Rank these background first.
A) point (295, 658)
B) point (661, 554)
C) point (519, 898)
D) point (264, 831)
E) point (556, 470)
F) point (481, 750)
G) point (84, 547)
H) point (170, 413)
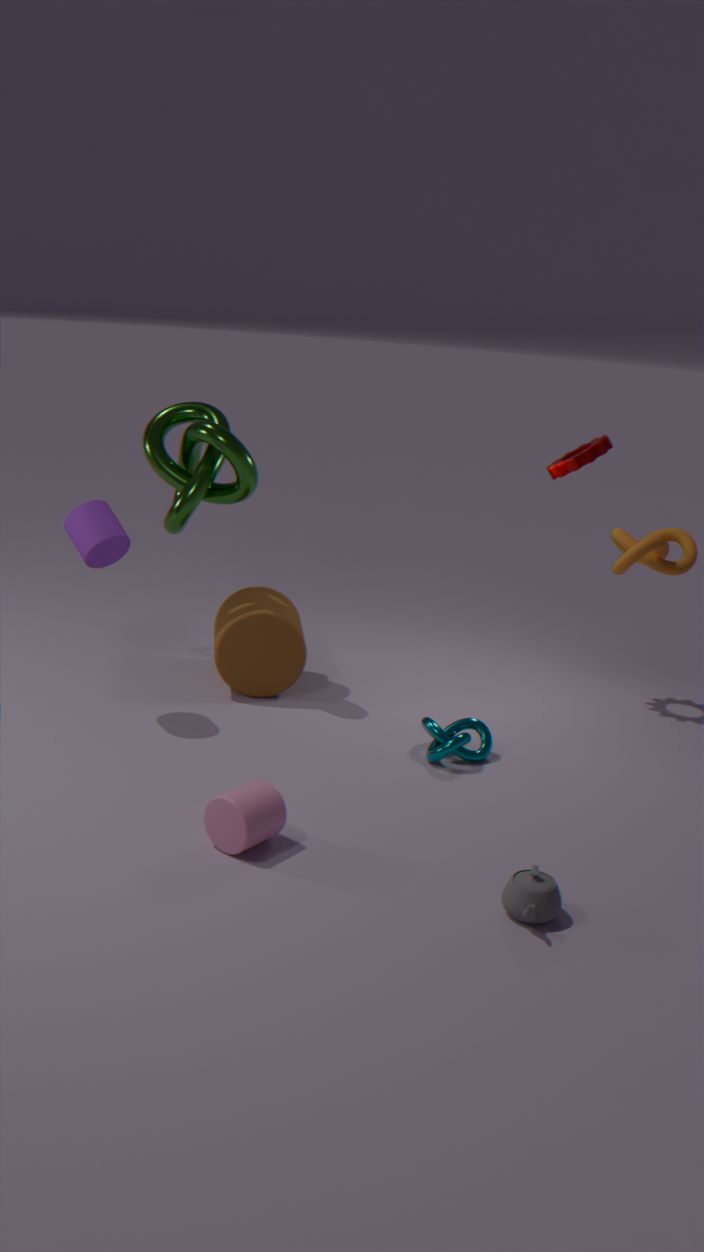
point (556, 470) < point (170, 413) < point (295, 658) < point (481, 750) < point (84, 547) < point (661, 554) < point (264, 831) < point (519, 898)
